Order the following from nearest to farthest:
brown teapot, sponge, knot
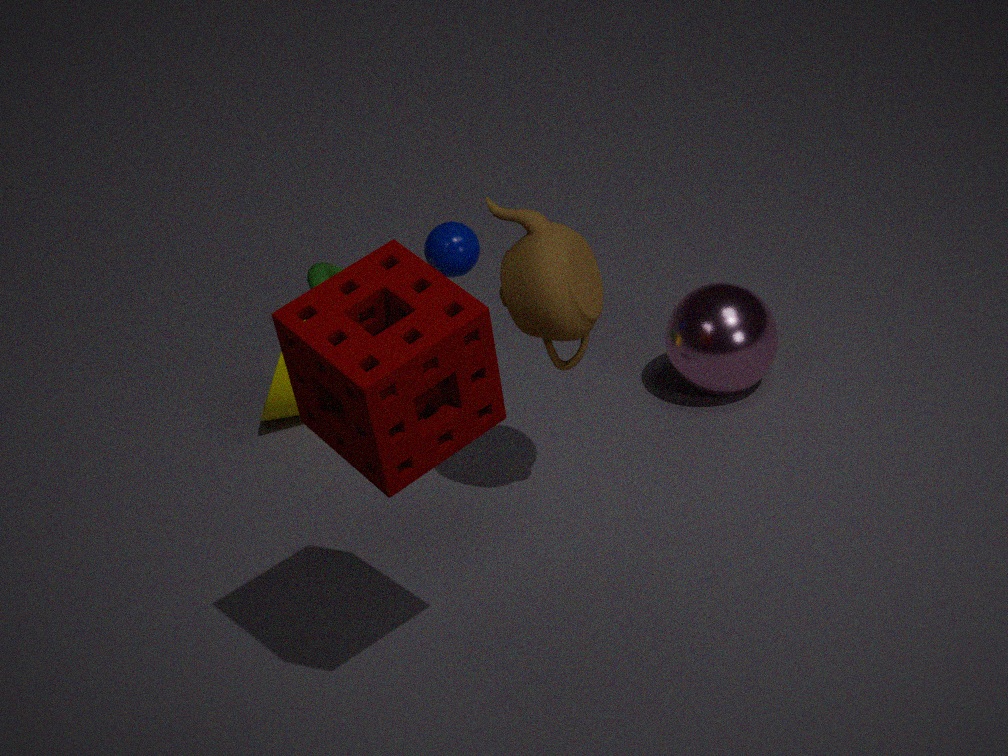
1. sponge
2. brown teapot
3. knot
